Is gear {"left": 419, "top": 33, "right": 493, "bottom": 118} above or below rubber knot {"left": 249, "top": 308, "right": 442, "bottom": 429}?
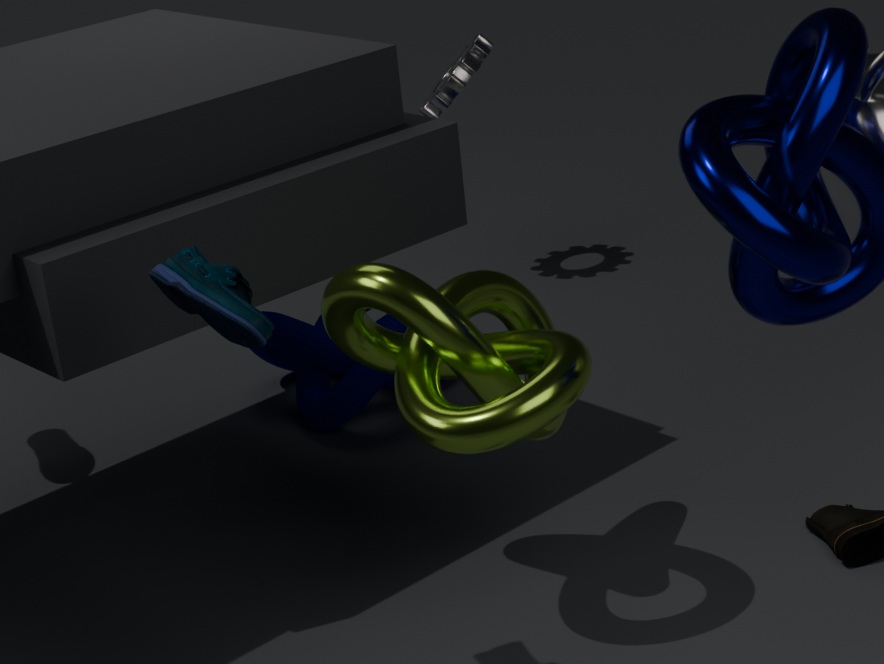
above
